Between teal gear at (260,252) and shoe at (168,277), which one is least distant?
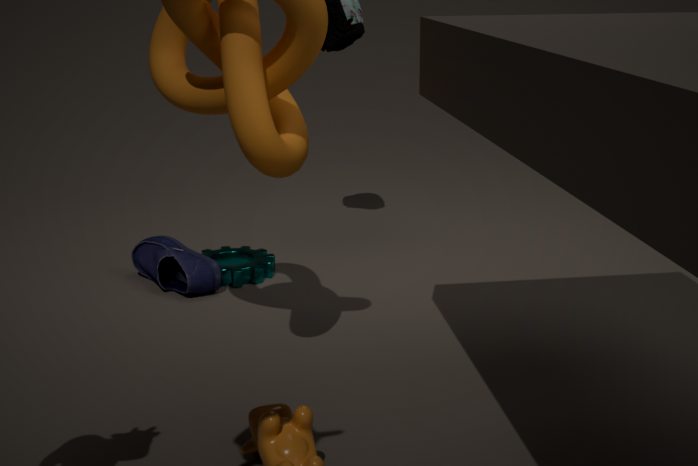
shoe at (168,277)
